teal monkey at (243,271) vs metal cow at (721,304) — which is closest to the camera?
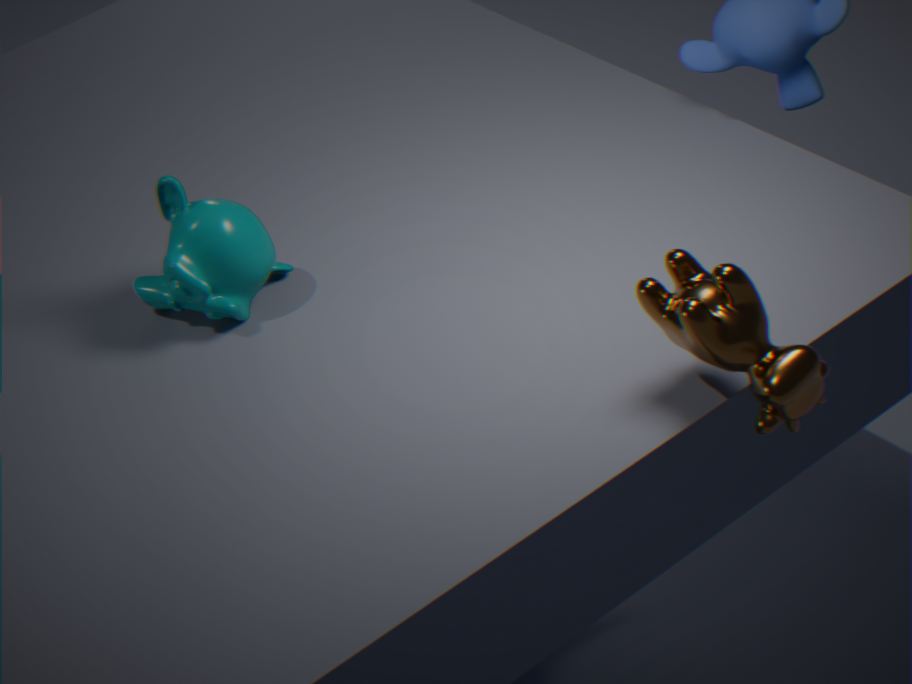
metal cow at (721,304)
